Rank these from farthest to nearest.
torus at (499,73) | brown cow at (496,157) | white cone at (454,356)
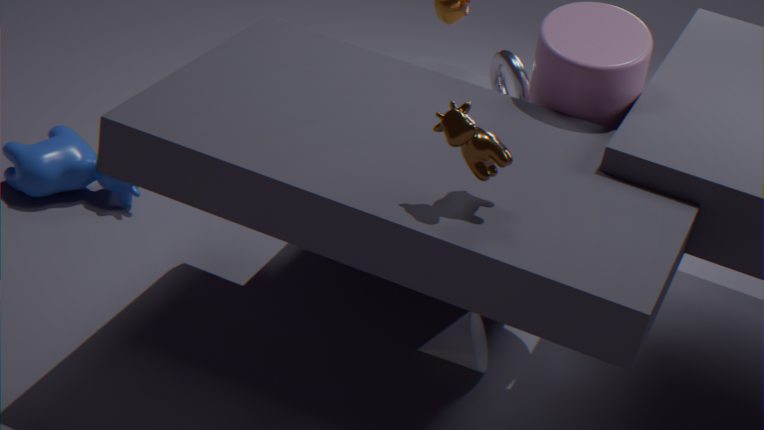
1. torus at (499,73)
2. white cone at (454,356)
3. brown cow at (496,157)
